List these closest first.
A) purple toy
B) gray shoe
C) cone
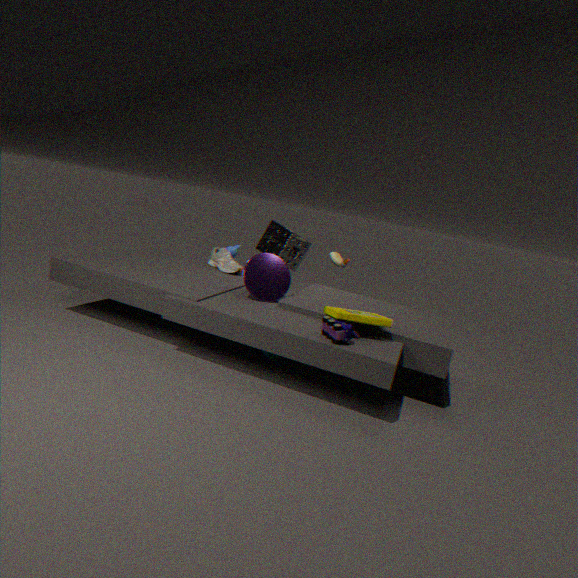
purple toy < cone < gray shoe
